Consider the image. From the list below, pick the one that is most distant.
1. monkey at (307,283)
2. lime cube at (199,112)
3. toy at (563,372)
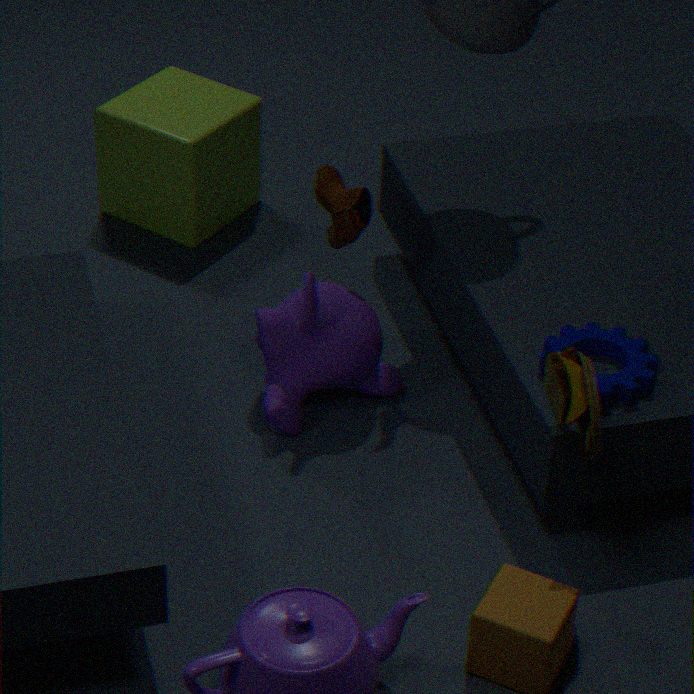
lime cube at (199,112)
